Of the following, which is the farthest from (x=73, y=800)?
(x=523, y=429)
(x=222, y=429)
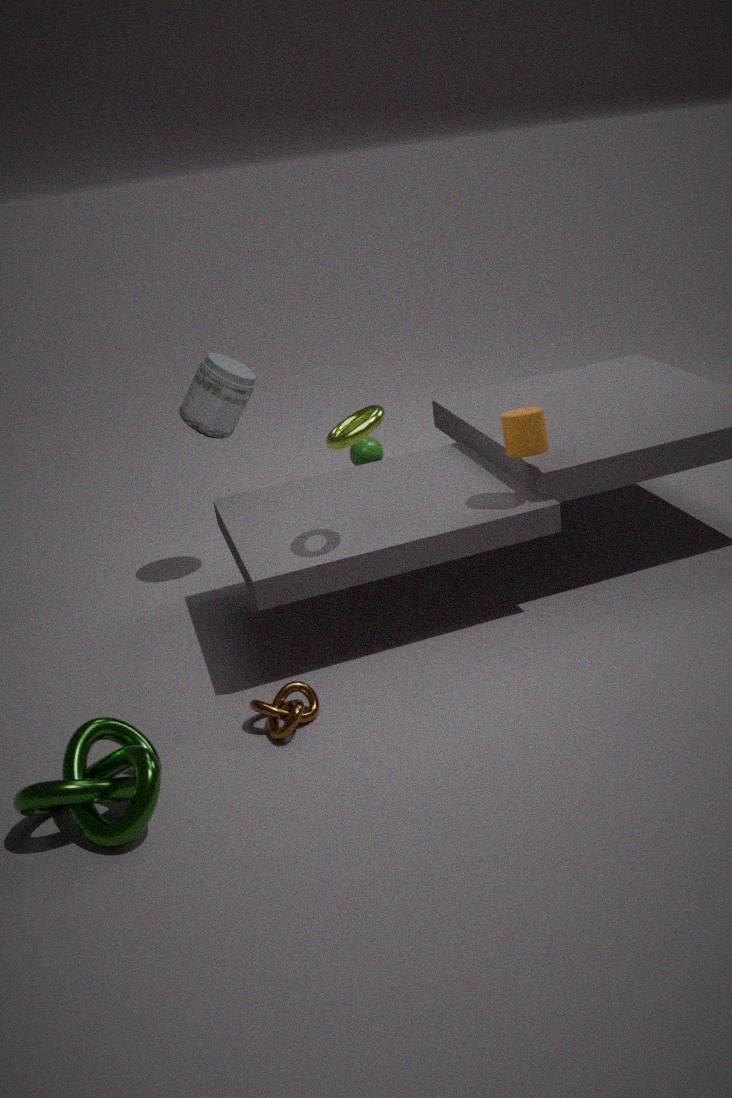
(x=523, y=429)
